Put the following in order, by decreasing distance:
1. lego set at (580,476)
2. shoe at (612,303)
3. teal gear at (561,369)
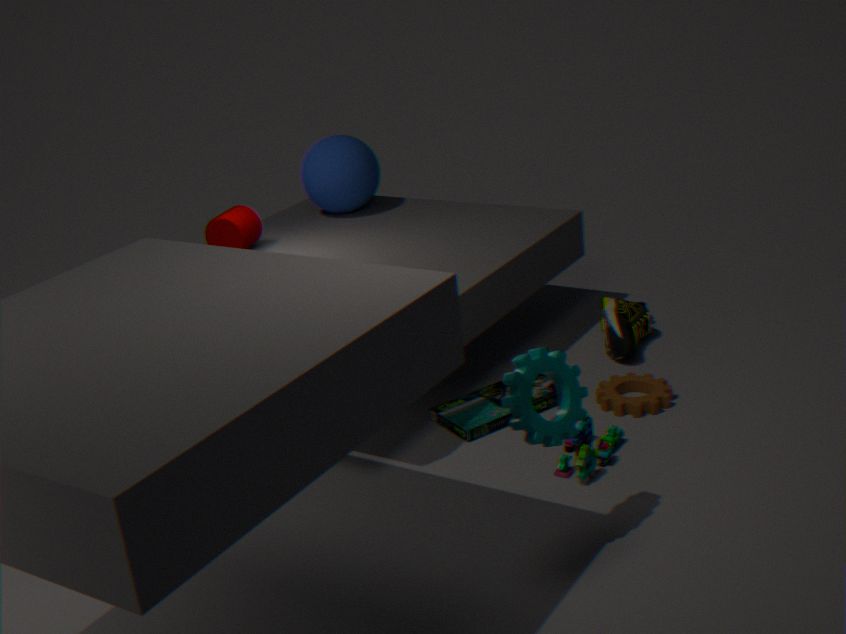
shoe at (612,303) < lego set at (580,476) < teal gear at (561,369)
